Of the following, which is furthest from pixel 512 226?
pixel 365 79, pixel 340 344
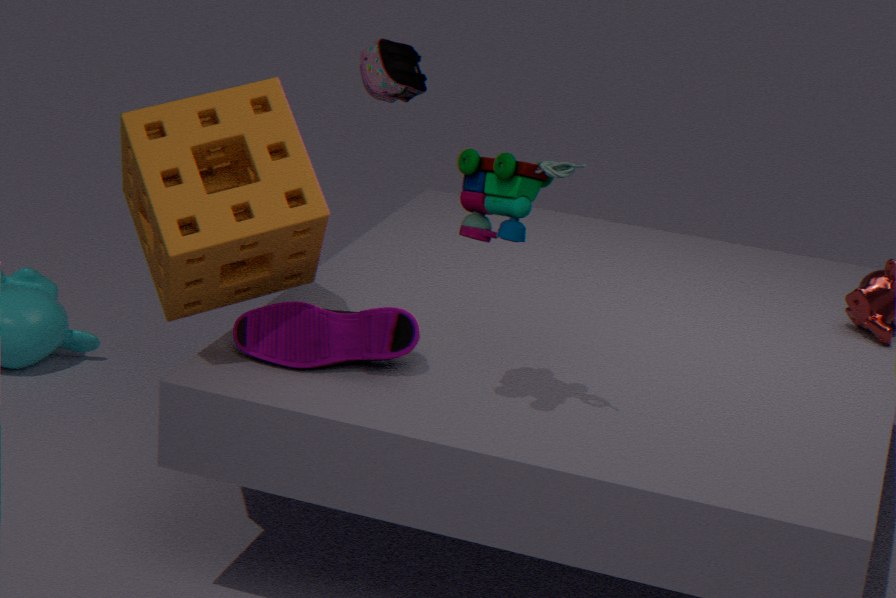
pixel 365 79
